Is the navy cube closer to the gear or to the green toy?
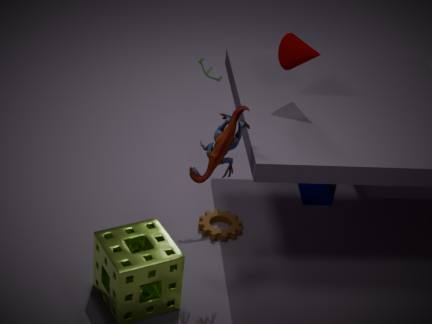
the gear
